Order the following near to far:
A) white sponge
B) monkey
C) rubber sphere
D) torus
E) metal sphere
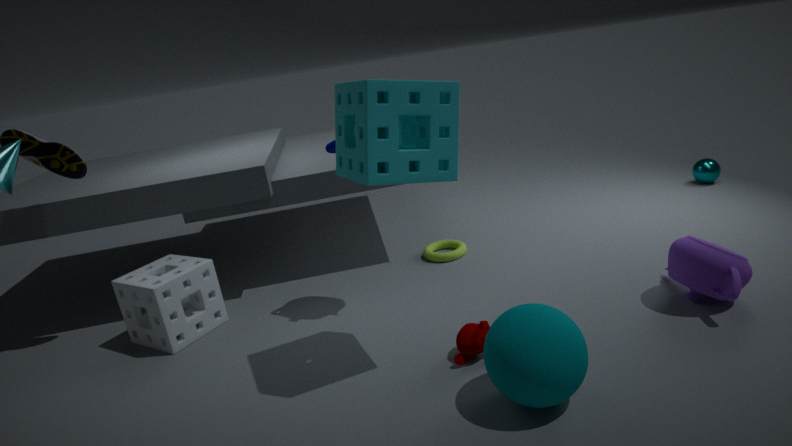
1. rubber sphere
2. monkey
3. white sponge
4. torus
5. metal sphere
